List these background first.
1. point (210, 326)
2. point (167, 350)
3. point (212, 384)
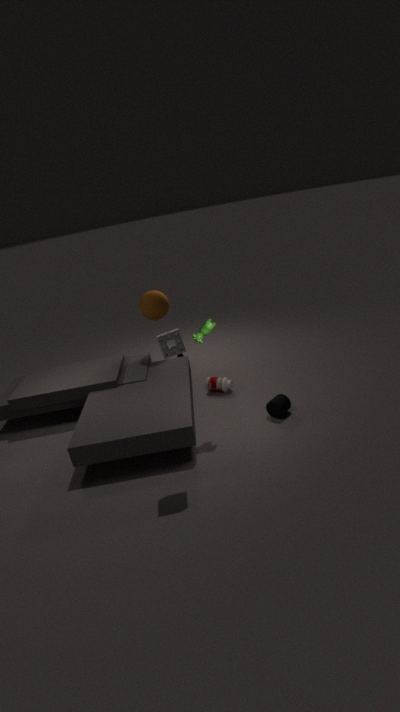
point (212, 384) < point (210, 326) < point (167, 350)
